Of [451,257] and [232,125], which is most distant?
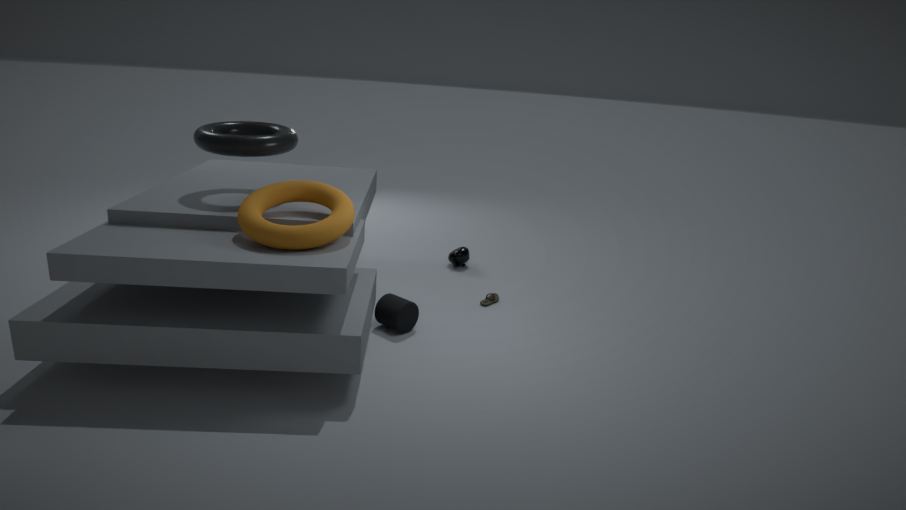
[451,257]
